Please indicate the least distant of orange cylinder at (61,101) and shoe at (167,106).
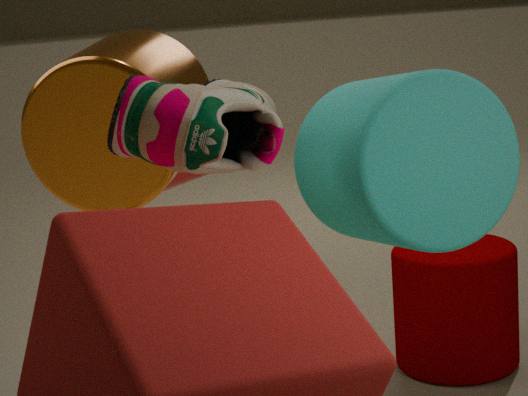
shoe at (167,106)
